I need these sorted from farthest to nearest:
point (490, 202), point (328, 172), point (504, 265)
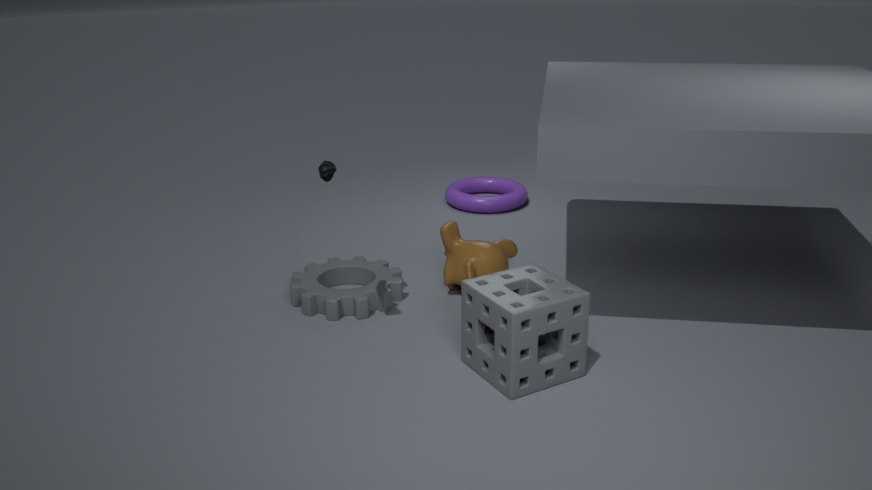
point (490, 202)
point (504, 265)
point (328, 172)
